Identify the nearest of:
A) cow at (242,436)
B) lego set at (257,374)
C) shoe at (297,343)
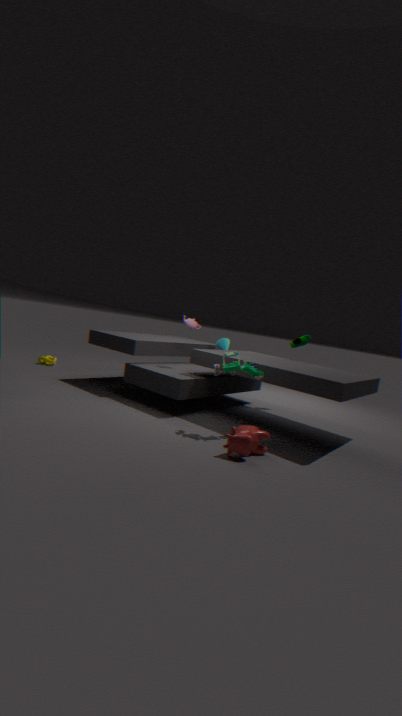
cow at (242,436)
